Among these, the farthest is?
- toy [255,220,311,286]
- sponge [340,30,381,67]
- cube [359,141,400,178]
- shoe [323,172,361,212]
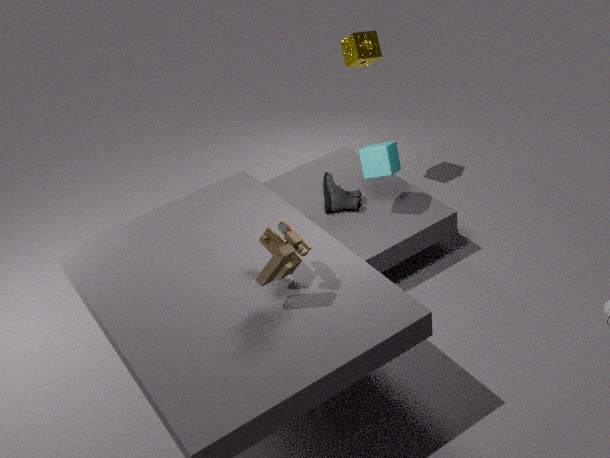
sponge [340,30,381,67]
